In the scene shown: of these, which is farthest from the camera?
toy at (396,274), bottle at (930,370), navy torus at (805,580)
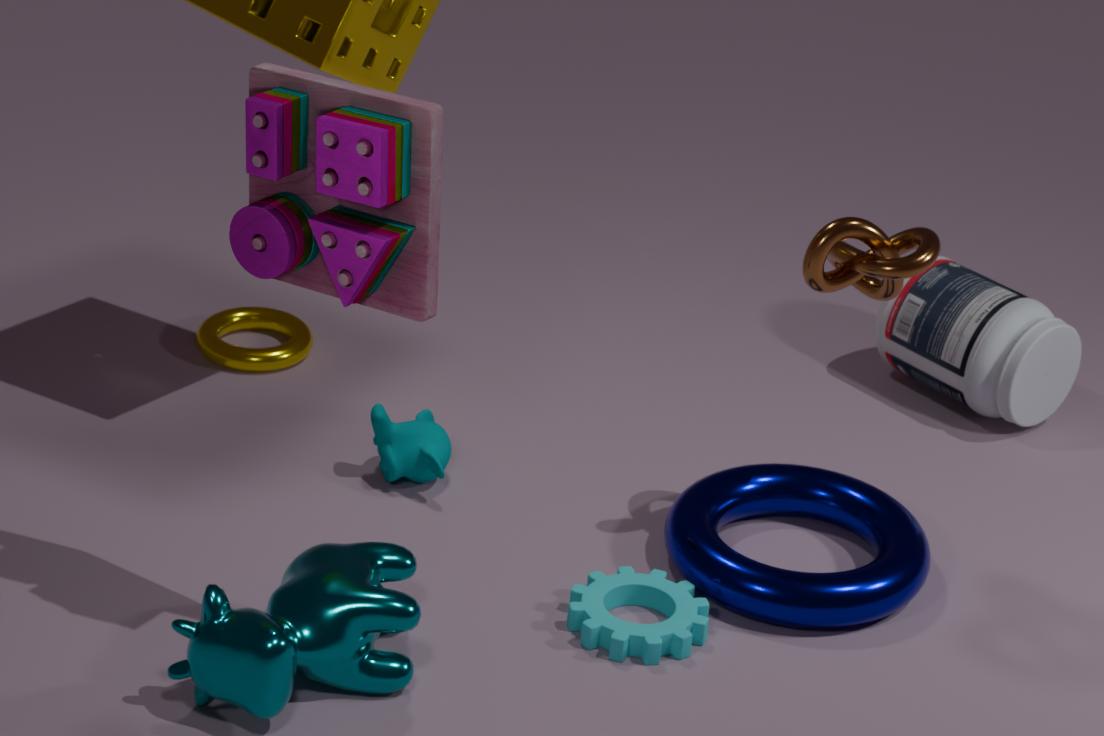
bottle at (930,370)
